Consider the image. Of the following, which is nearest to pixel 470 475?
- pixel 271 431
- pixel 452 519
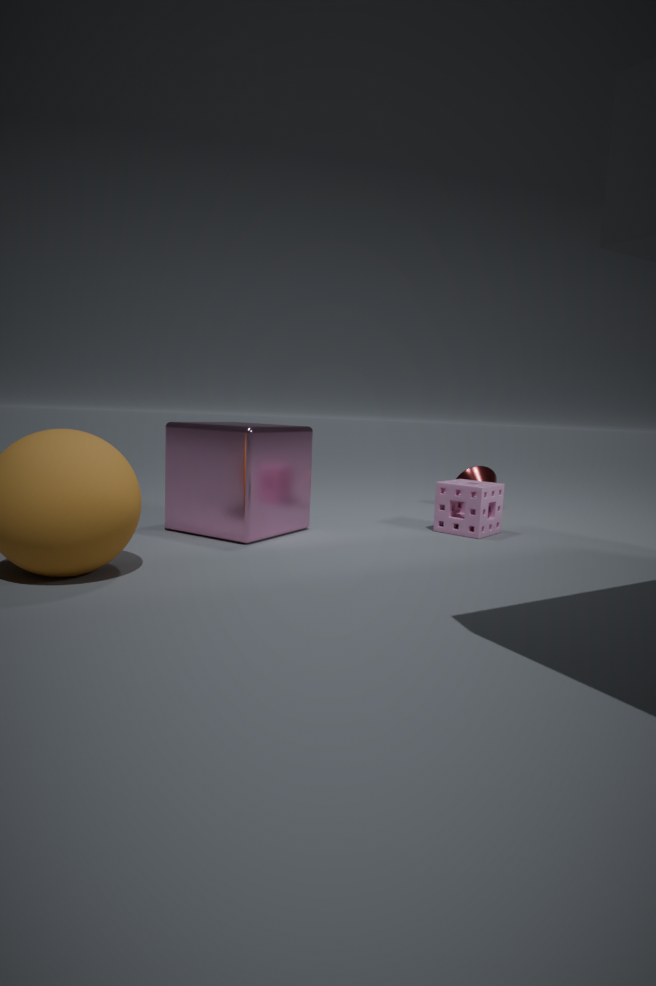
pixel 452 519
